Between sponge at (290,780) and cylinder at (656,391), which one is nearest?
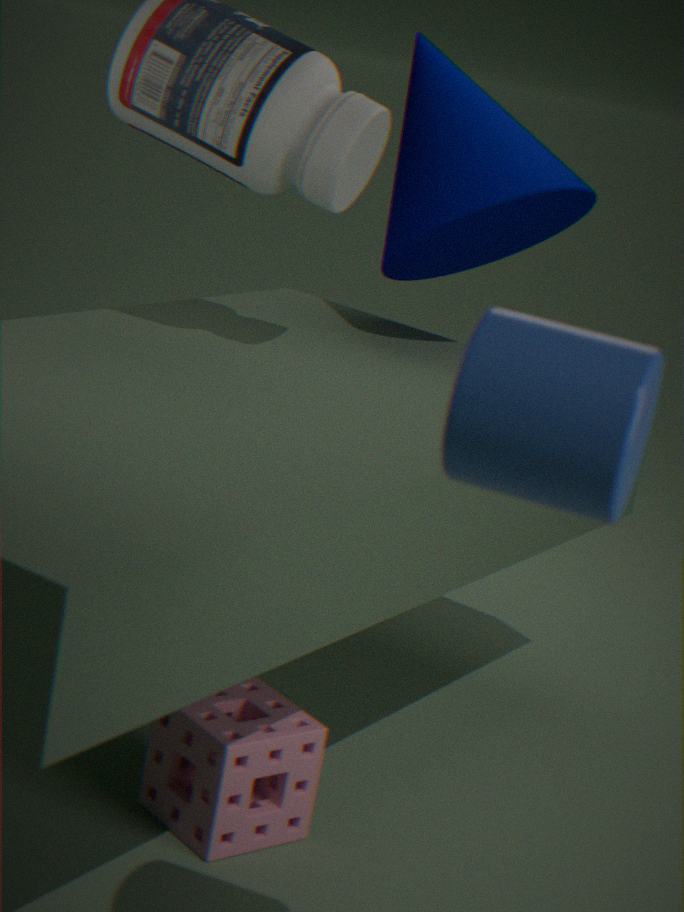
cylinder at (656,391)
